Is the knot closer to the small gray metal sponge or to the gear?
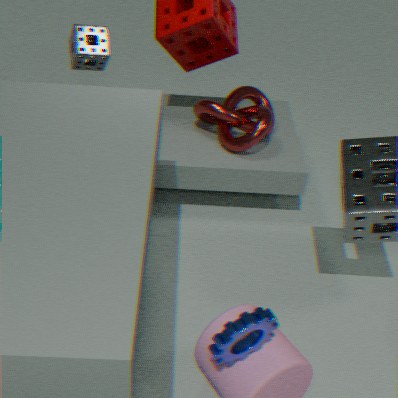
the small gray metal sponge
